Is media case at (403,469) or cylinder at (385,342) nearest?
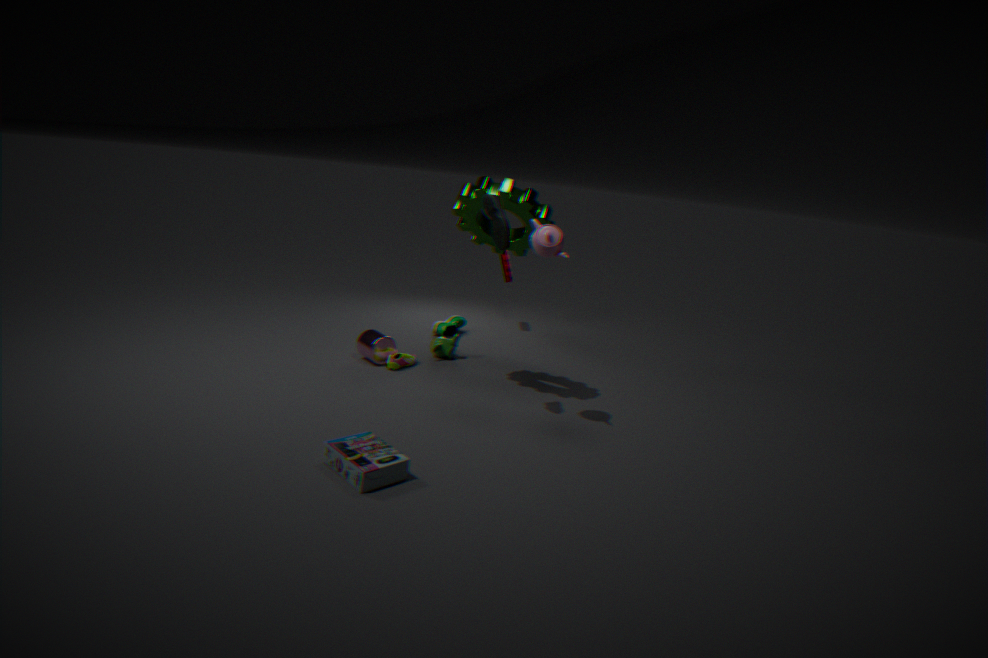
media case at (403,469)
